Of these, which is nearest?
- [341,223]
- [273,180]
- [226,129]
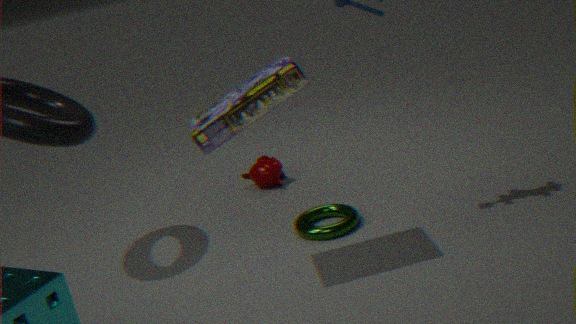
[226,129]
